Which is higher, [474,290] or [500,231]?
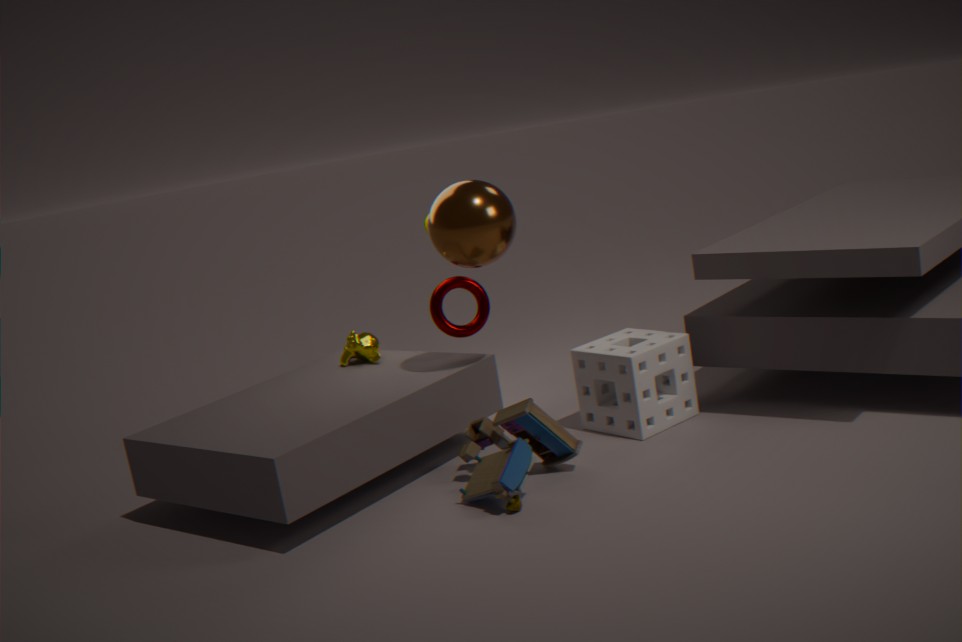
[500,231]
